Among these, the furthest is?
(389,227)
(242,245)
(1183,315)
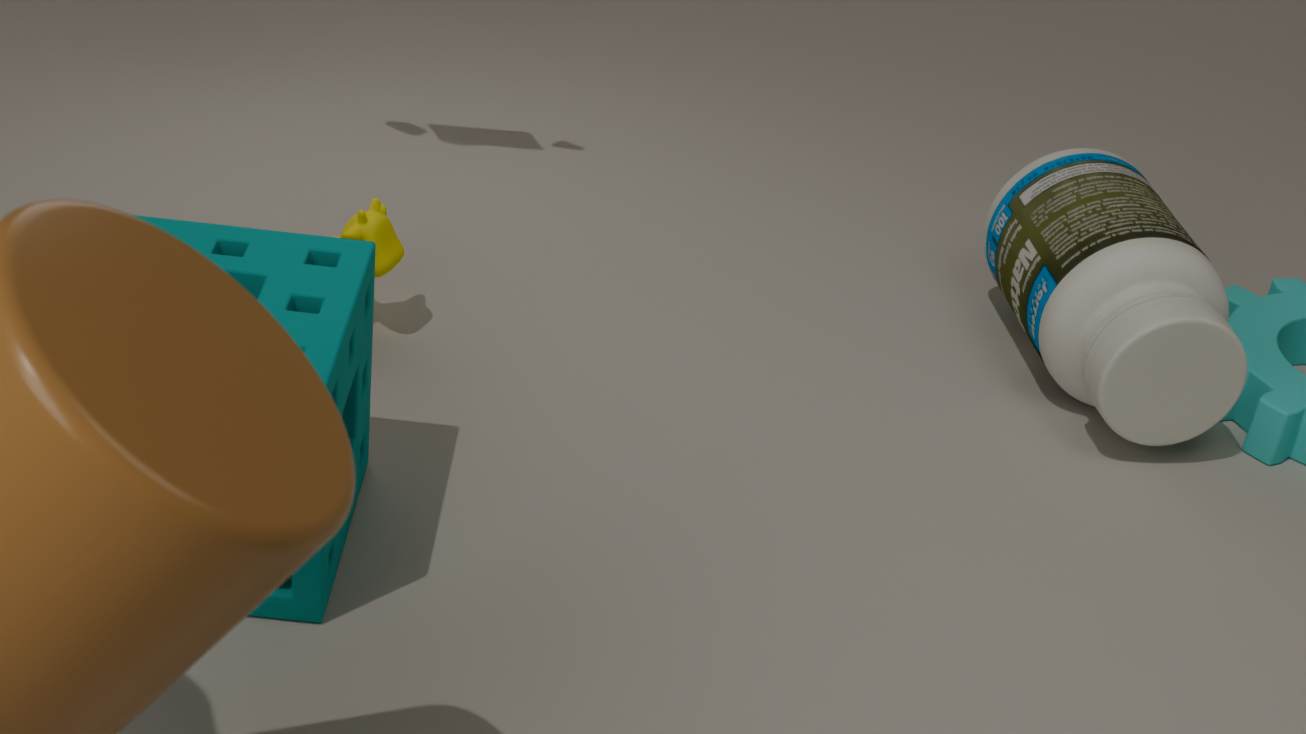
(389,227)
